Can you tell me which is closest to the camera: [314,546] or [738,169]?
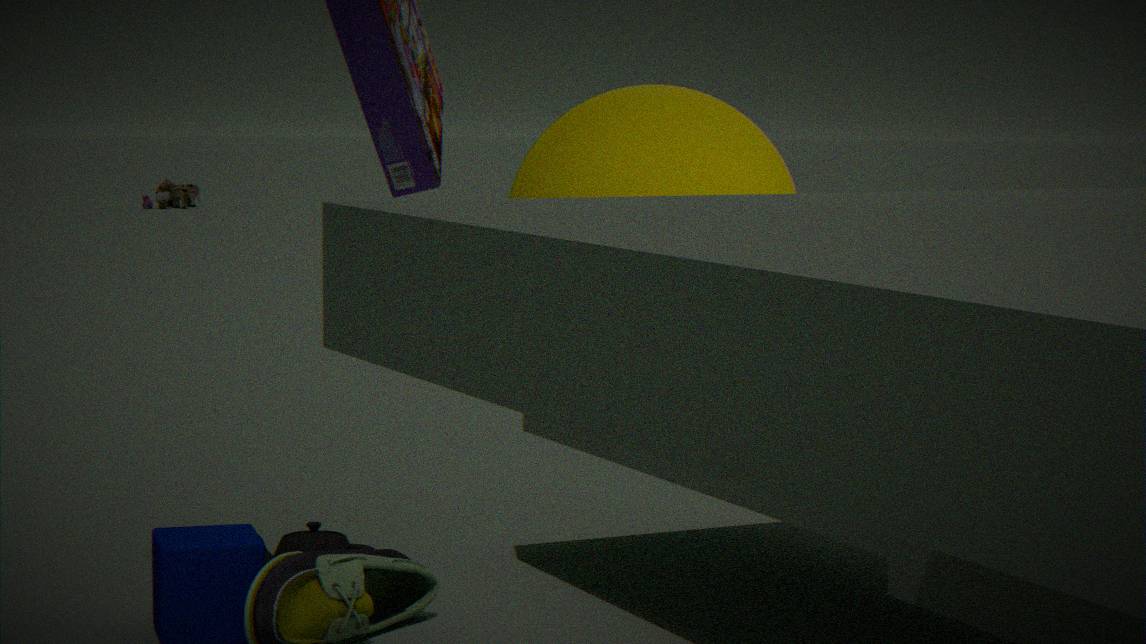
[738,169]
